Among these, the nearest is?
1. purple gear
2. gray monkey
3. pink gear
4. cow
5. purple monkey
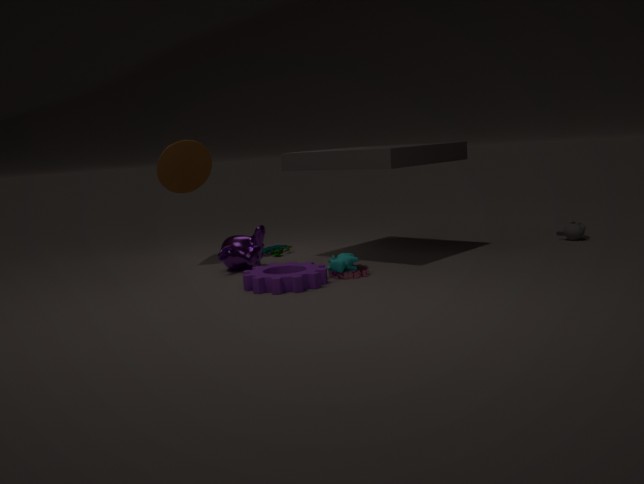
purple gear
